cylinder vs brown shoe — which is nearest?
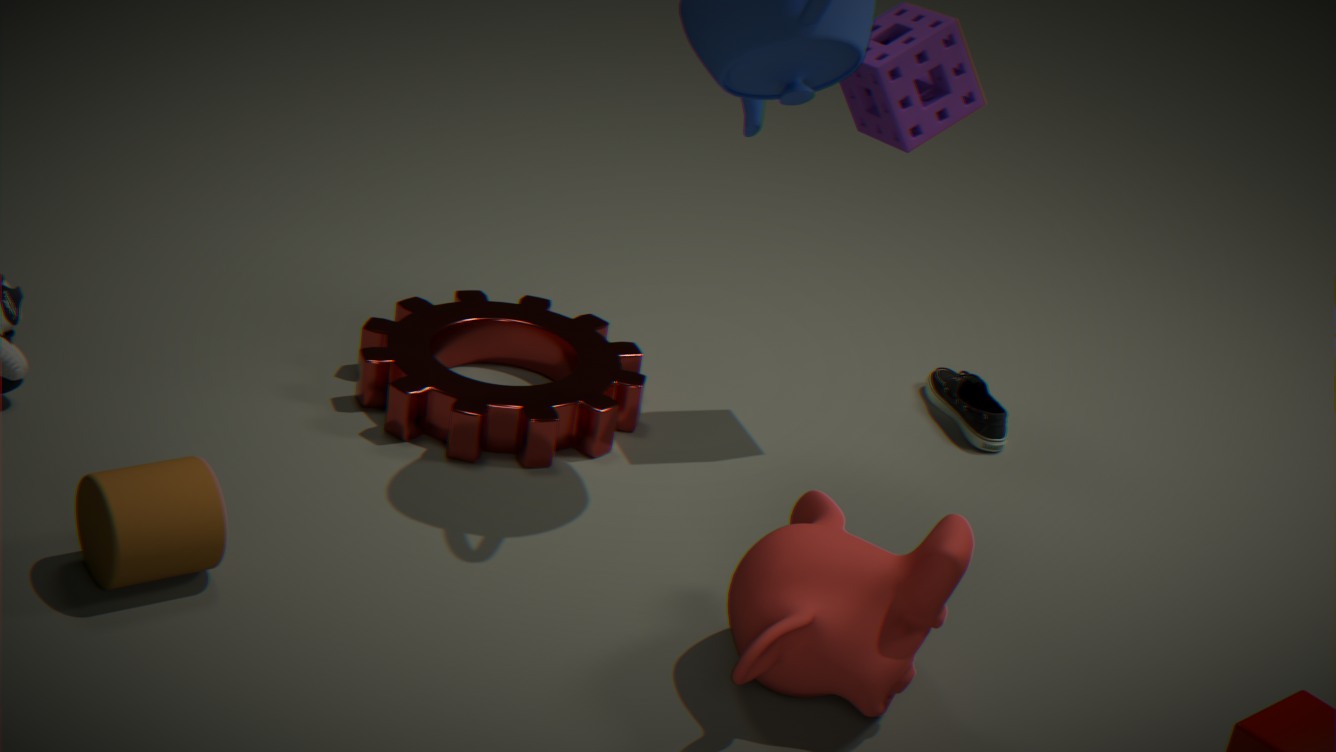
cylinder
